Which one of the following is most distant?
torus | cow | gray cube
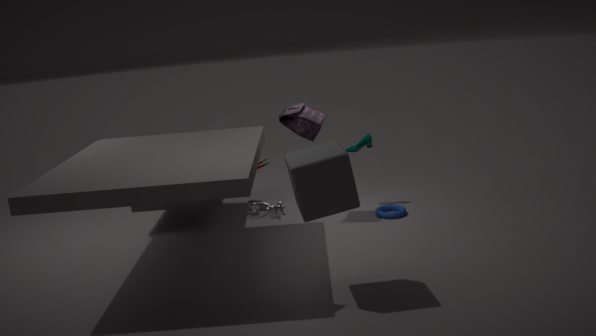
torus
